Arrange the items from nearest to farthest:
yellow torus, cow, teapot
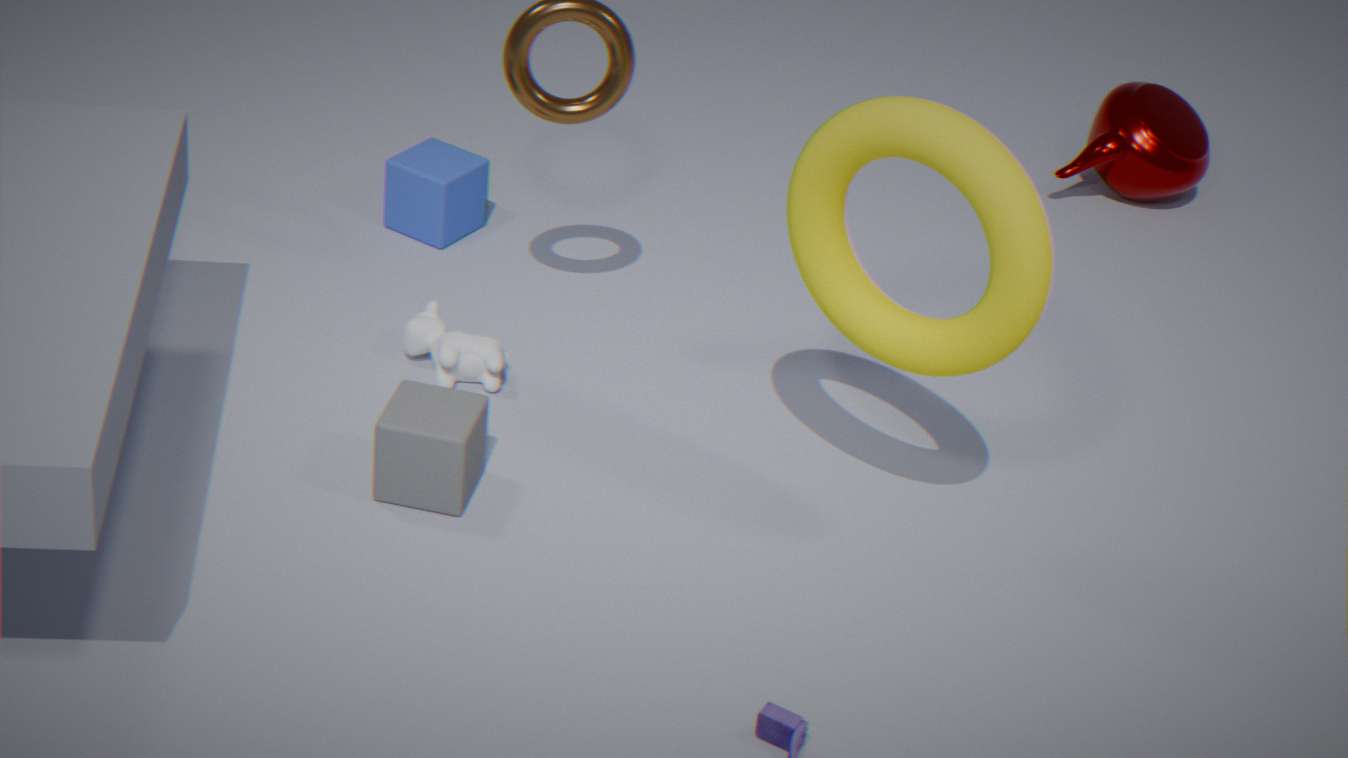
1. yellow torus
2. cow
3. teapot
